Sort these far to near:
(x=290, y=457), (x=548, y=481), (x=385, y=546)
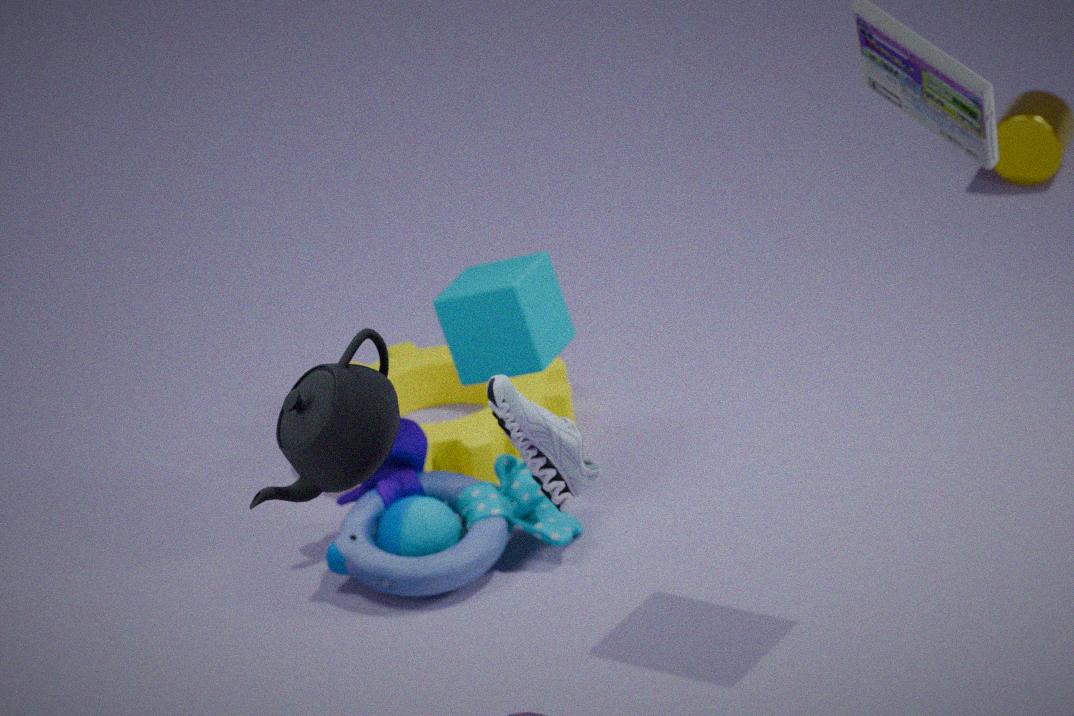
(x=385, y=546)
(x=548, y=481)
(x=290, y=457)
